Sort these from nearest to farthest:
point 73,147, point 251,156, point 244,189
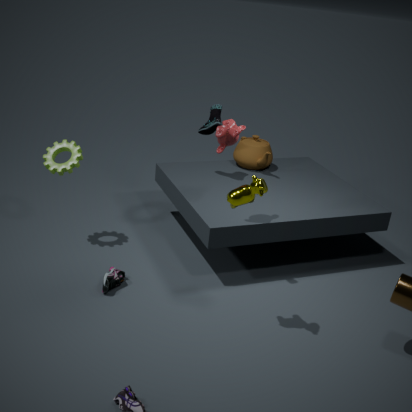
point 244,189 → point 73,147 → point 251,156
